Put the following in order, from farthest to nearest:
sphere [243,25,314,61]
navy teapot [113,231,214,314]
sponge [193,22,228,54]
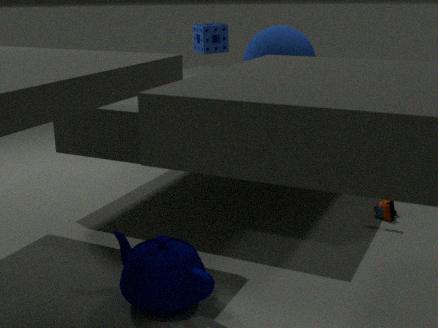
sponge [193,22,228,54]
sphere [243,25,314,61]
navy teapot [113,231,214,314]
